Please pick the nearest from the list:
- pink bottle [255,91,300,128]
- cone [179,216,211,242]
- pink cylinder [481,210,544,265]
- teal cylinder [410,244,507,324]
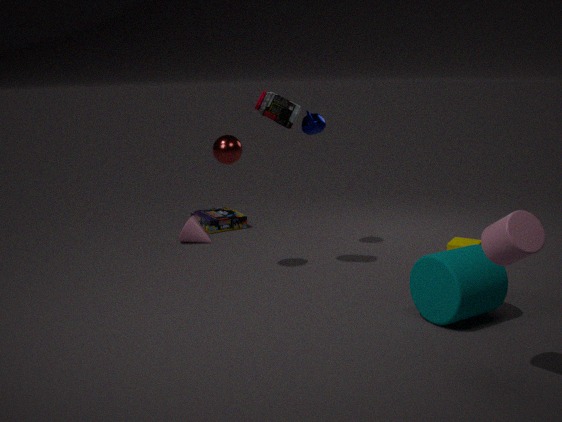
pink cylinder [481,210,544,265]
